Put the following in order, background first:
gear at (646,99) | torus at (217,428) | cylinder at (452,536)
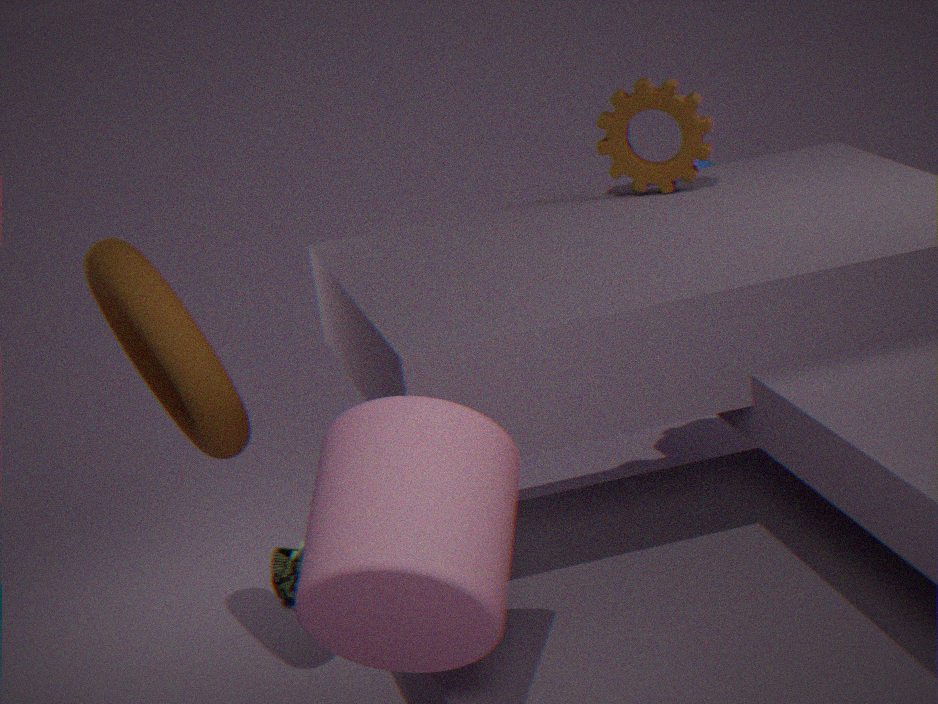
gear at (646,99) → torus at (217,428) → cylinder at (452,536)
